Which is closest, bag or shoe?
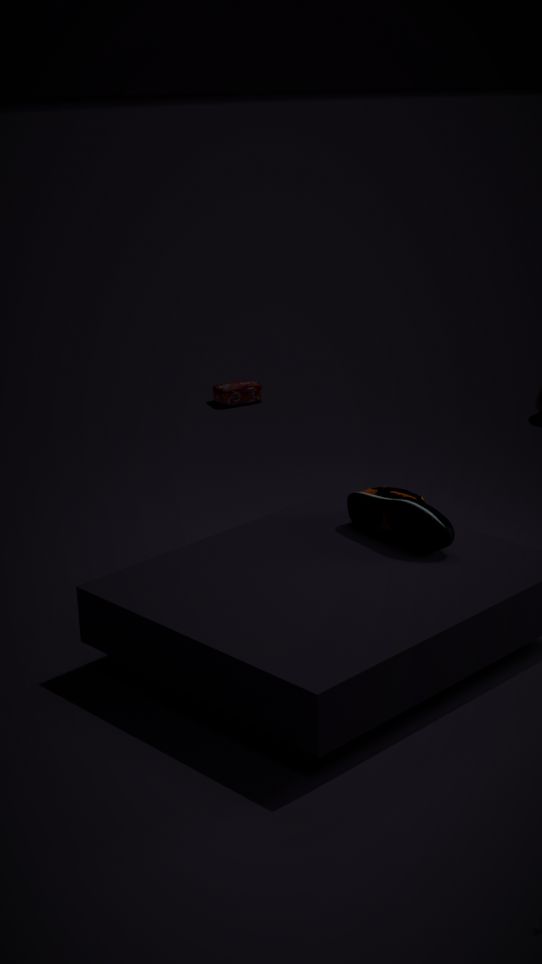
shoe
